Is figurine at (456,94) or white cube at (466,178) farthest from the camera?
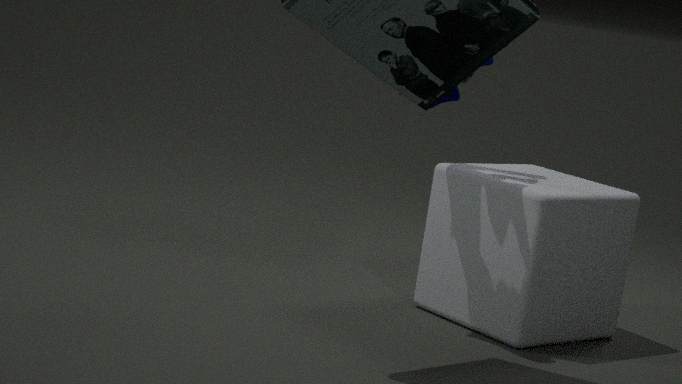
white cube at (466,178)
